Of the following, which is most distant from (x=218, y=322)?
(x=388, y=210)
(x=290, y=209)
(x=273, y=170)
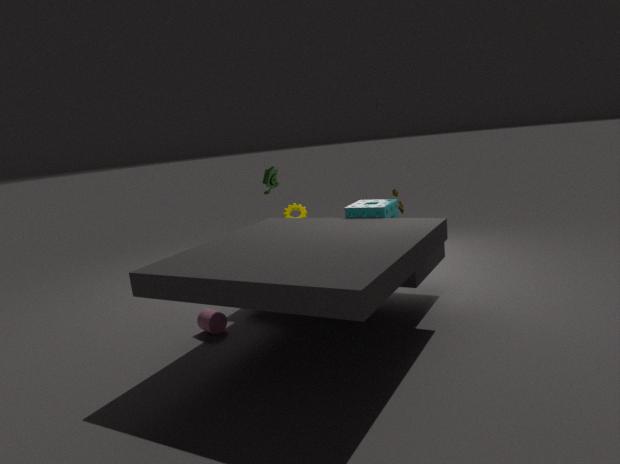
(x=290, y=209)
